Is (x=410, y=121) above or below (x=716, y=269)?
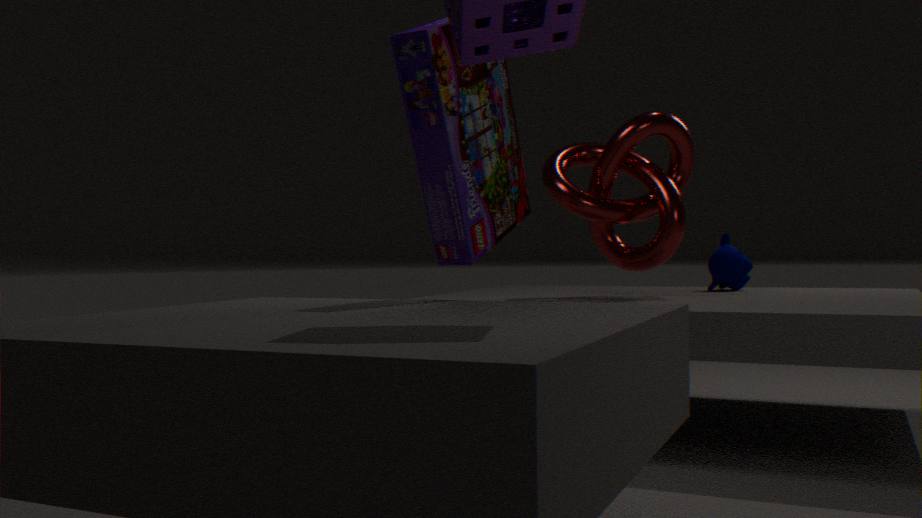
above
